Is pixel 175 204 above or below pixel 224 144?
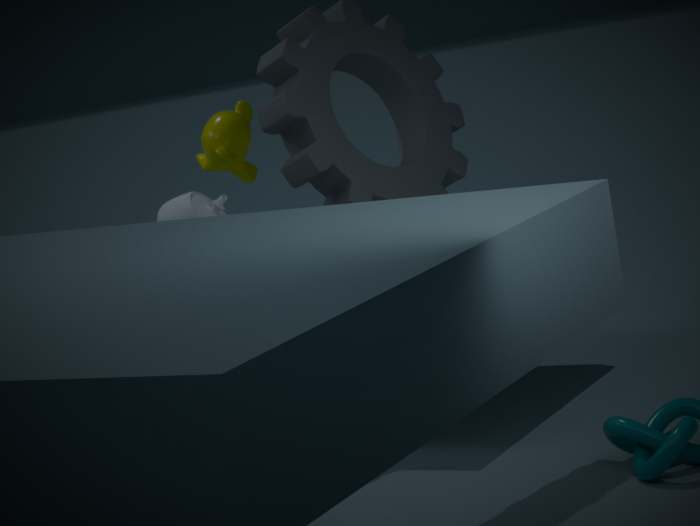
below
